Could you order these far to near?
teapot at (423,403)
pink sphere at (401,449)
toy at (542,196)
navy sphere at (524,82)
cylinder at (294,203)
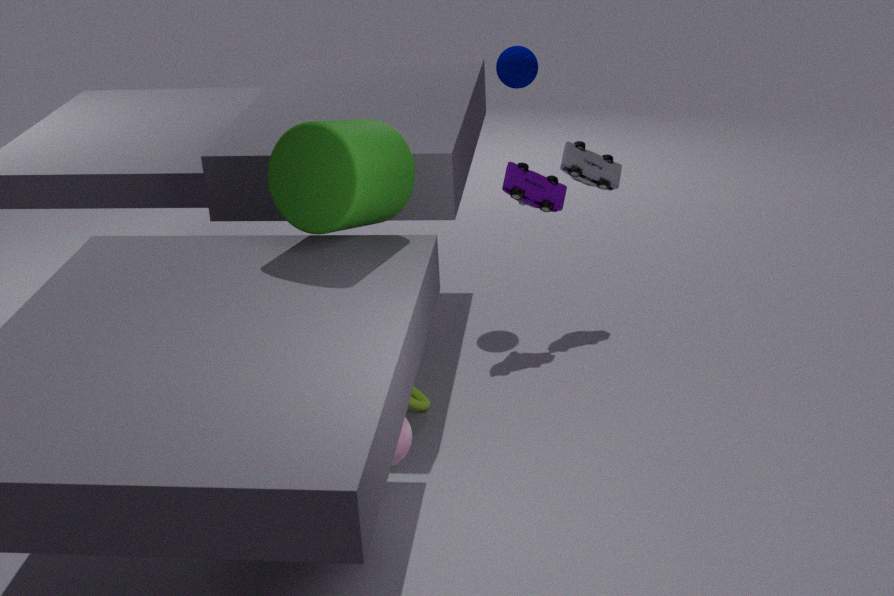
navy sphere at (524,82)
toy at (542,196)
teapot at (423,403)
cylinder at (294,203)
pink sphere at (401,449)
